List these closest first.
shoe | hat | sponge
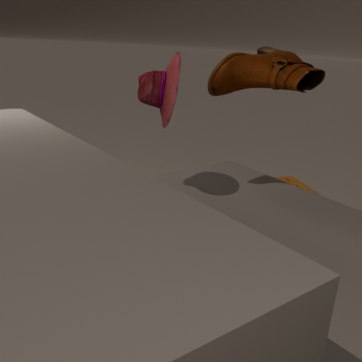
hat
shoe
sponge
